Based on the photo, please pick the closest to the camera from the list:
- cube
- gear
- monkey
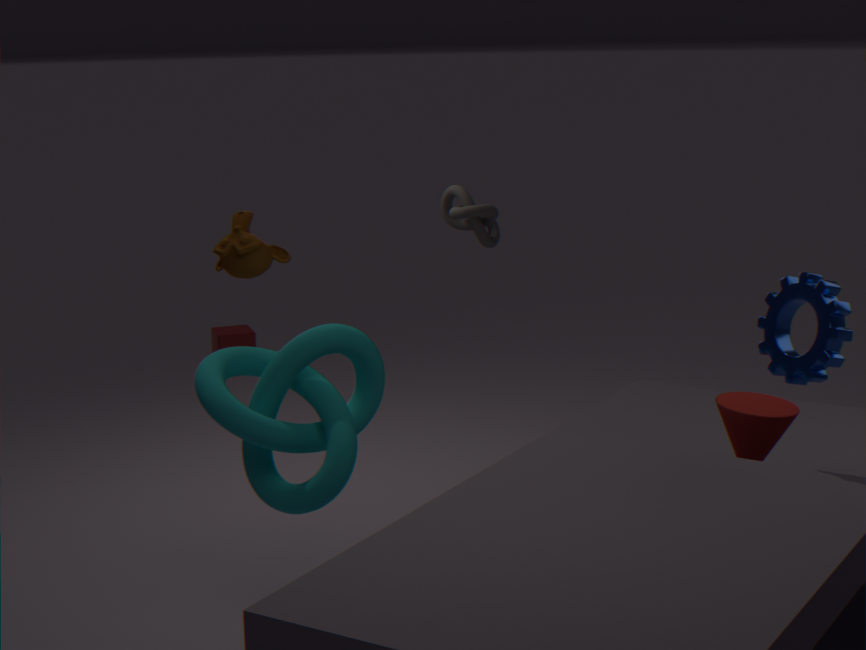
gear
